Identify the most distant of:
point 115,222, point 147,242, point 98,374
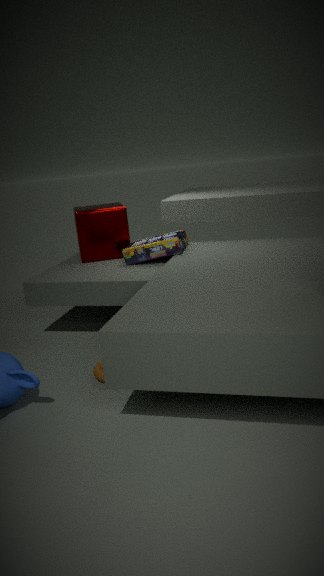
point 115,222
